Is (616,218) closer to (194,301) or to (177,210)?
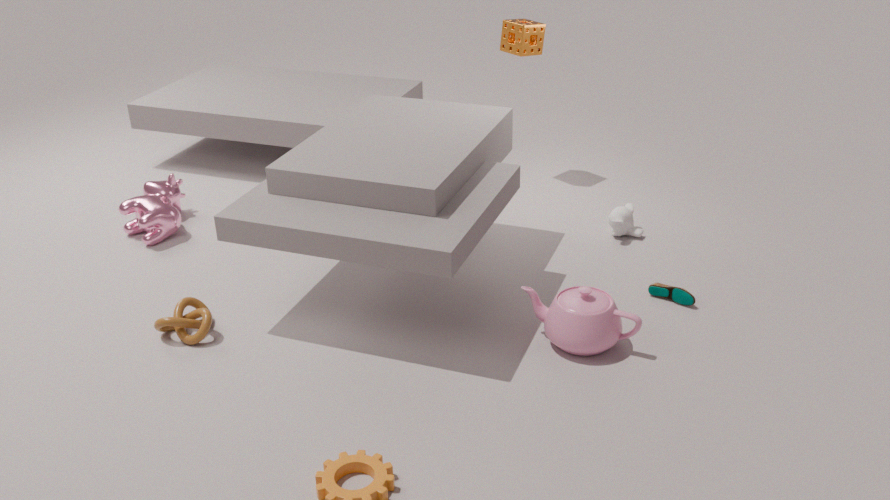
(194,301)
